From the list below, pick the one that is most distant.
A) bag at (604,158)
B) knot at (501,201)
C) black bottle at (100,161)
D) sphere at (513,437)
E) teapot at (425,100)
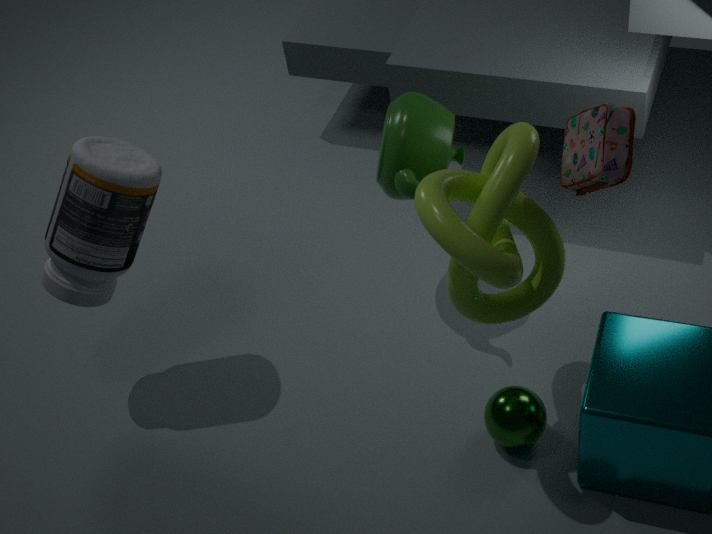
teapot at (425,100)
